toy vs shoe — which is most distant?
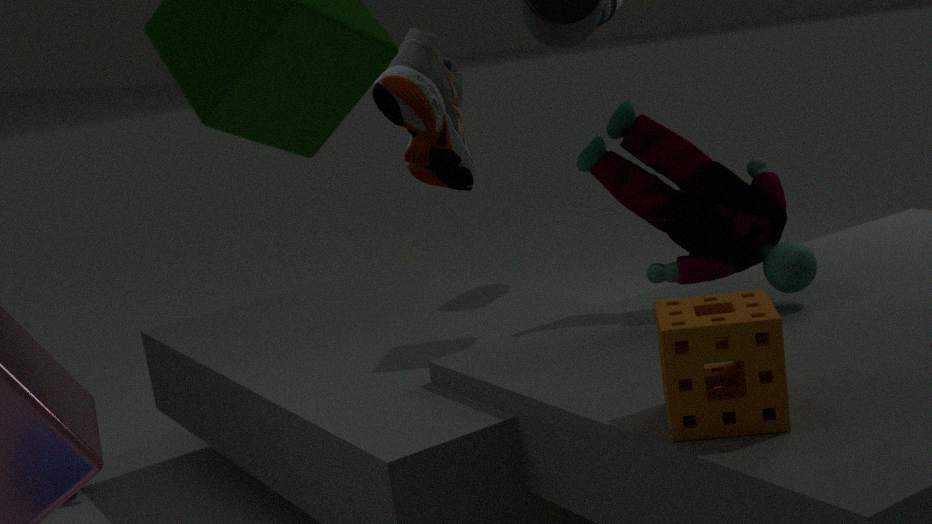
toy
